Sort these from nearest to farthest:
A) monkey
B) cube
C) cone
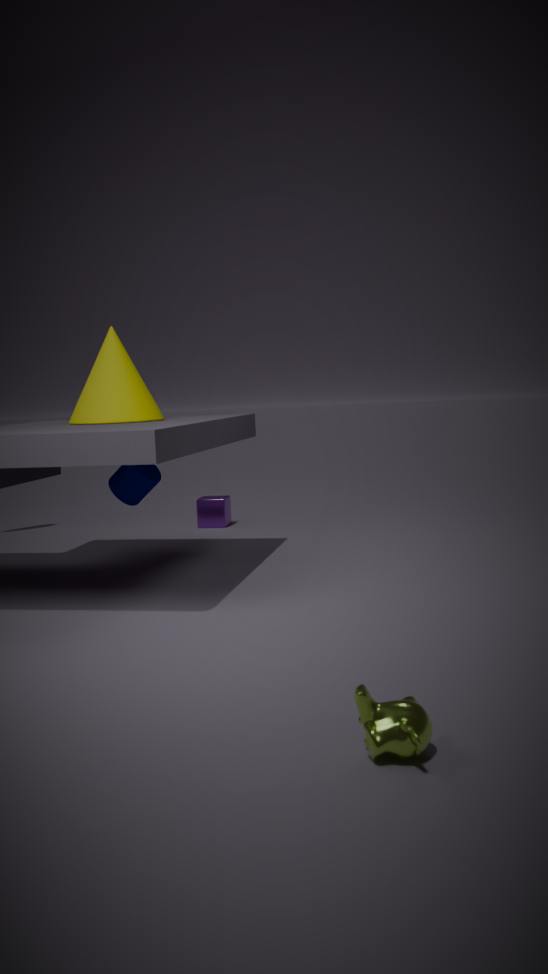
monkey → cone → cube
